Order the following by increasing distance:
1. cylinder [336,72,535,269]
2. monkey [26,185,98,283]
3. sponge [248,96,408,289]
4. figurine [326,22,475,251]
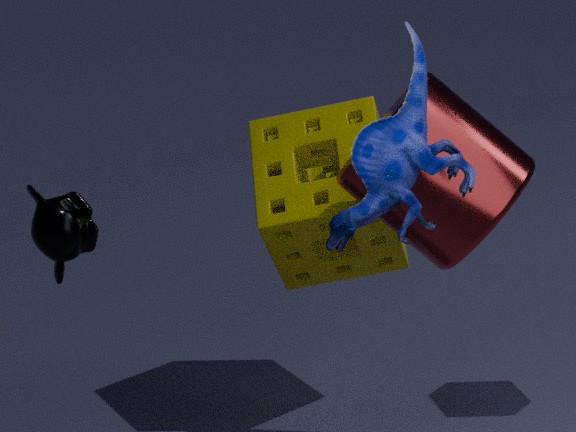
1. figurine [326,22,475,251]
2. cylinder [336,72,535,269]
3. monkey [26,185,98,283]
4. sponge [248,96,408,289]
